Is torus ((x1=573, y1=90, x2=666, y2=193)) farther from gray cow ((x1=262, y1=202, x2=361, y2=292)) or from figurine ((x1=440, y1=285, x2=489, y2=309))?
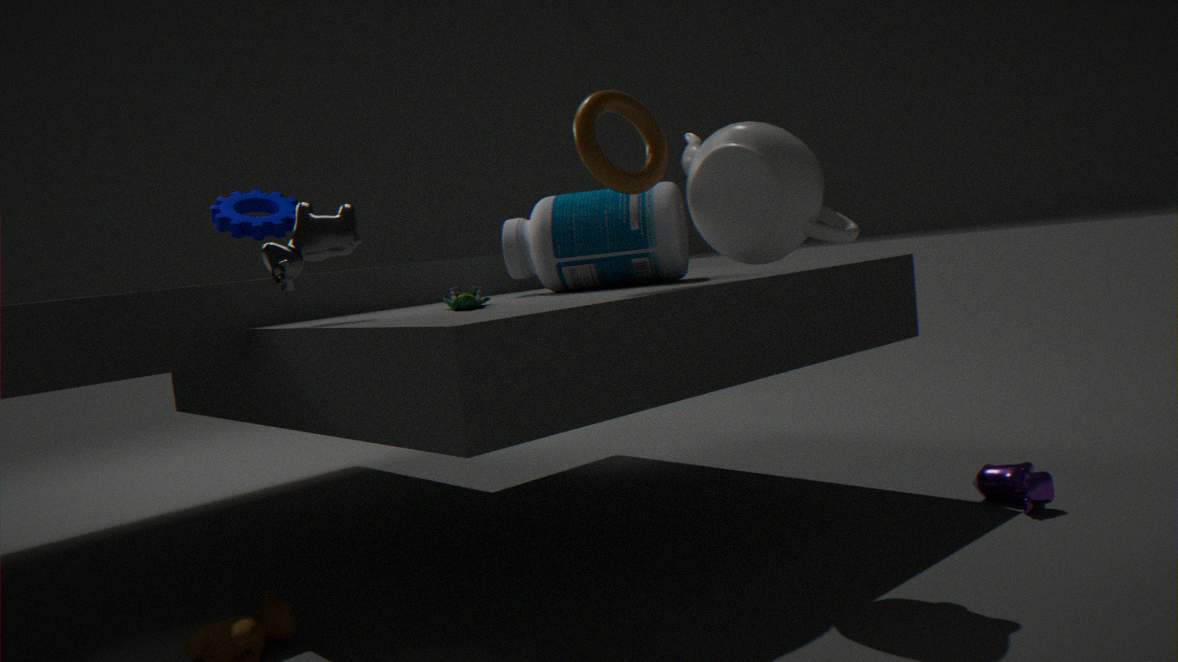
gray cow ((x1=262, y1=202, x2=361, y2=292))
